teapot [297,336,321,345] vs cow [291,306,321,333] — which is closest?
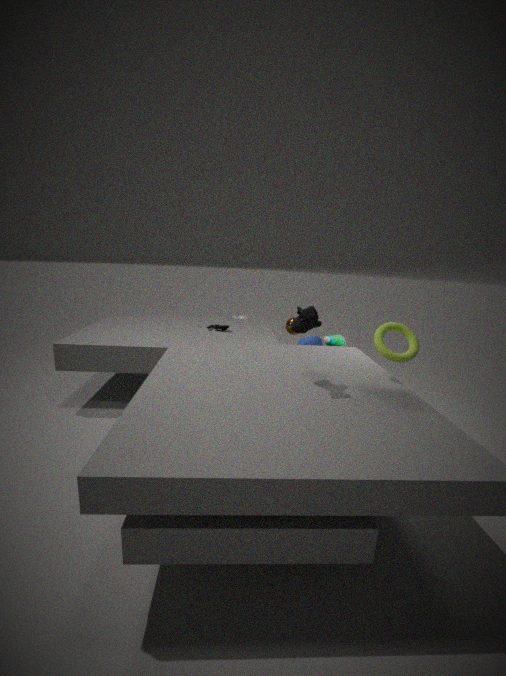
cow [291,306,321,333]
